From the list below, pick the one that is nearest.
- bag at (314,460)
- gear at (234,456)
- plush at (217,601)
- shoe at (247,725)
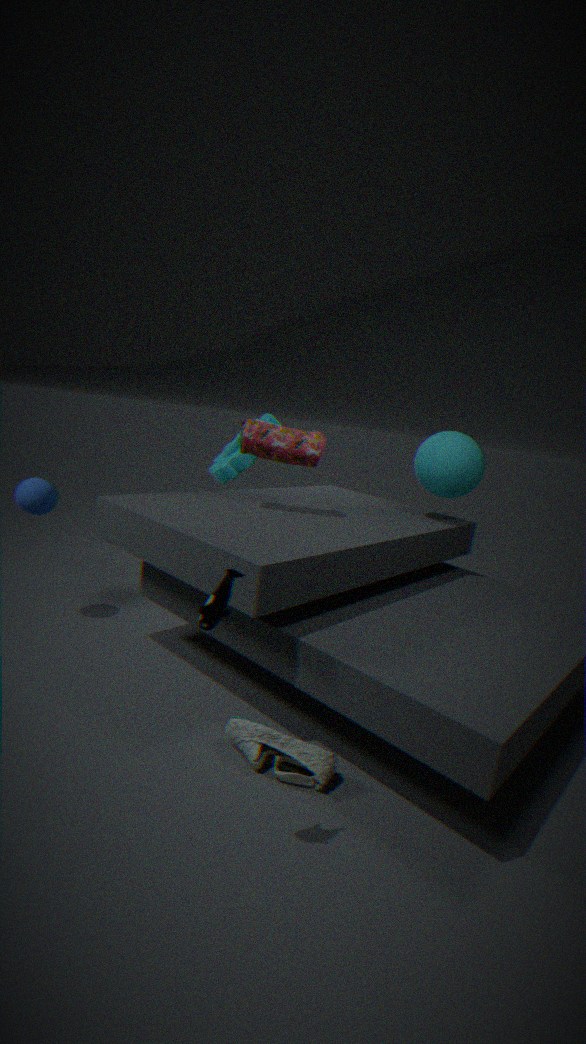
plush at (217,601)
